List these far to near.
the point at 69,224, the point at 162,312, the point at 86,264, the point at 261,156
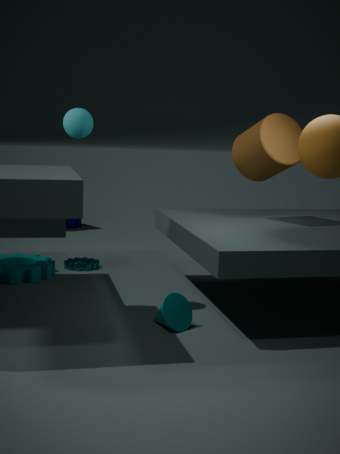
the point at 69,224 < the point at 86,264 < the point at 261,156 < the point at 162,312
